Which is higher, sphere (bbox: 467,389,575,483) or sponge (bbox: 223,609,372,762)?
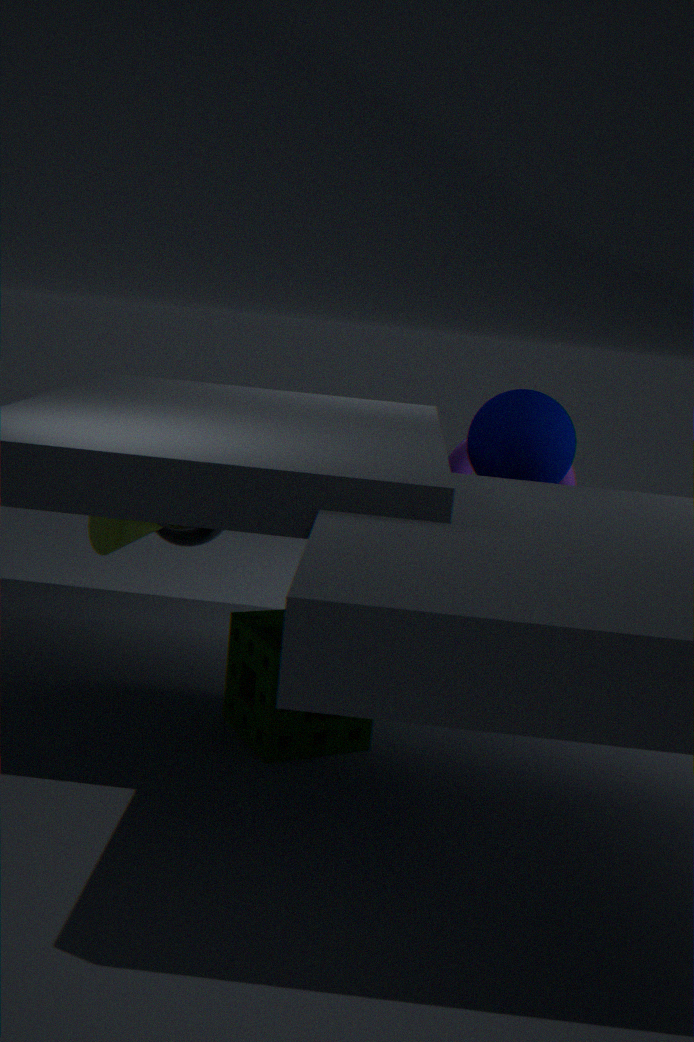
sphere (bbox: 467,389,575,483)
